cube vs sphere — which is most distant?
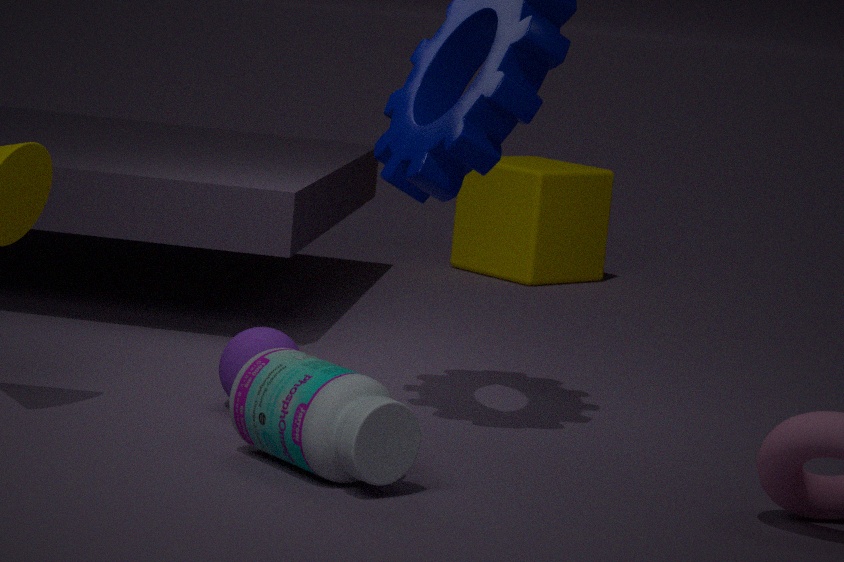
cube
